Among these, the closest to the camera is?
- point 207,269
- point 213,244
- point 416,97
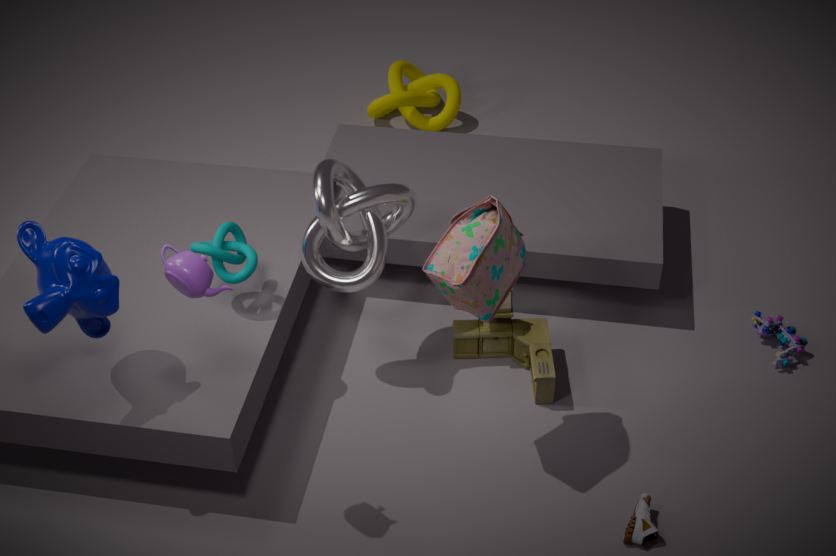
point 207,269
